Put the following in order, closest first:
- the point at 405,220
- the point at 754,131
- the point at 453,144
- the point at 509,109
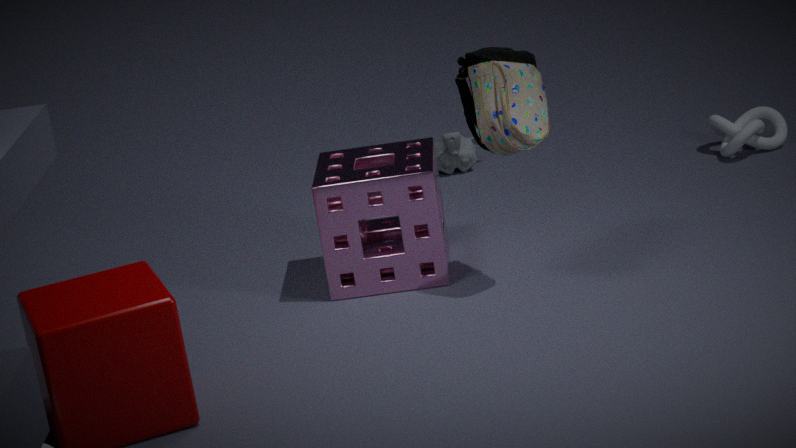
the point at 509,109
the point at 405,220
the point at 754,131
the point at 453,144
